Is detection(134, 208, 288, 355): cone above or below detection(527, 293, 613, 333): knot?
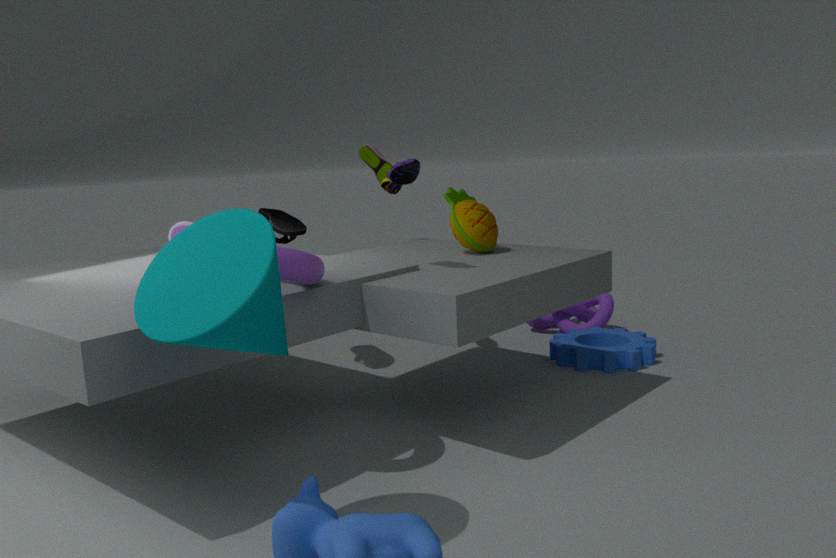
above
